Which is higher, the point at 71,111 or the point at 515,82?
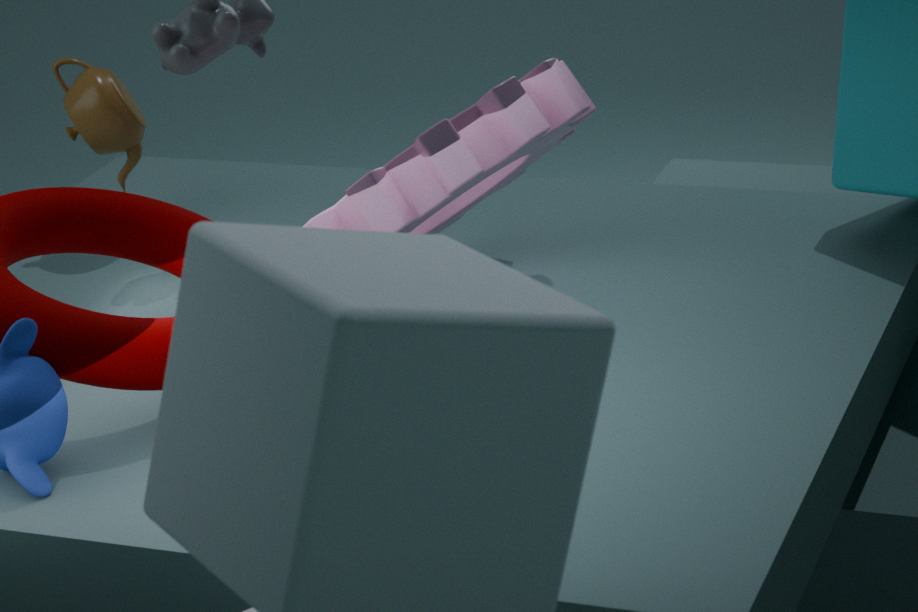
the point at 71,111
